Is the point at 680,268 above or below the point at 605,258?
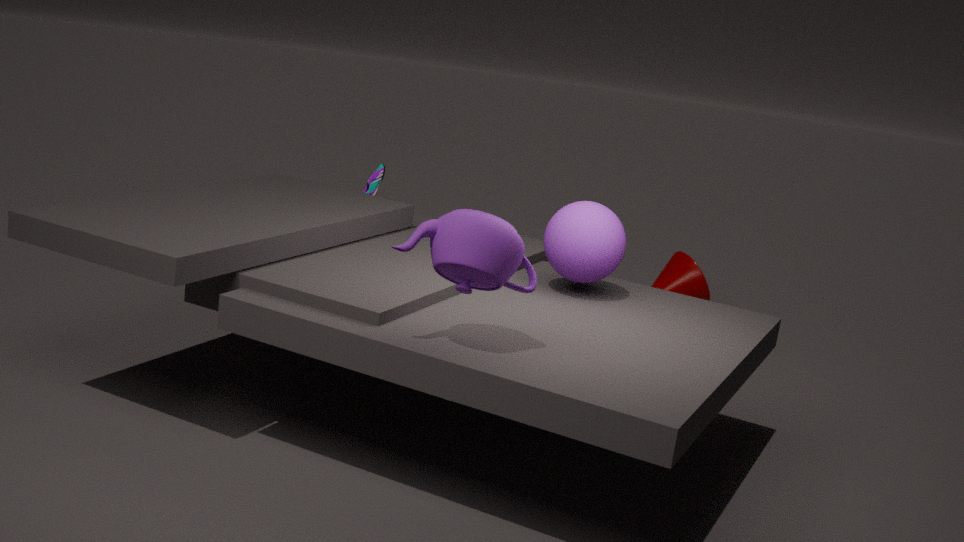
below
